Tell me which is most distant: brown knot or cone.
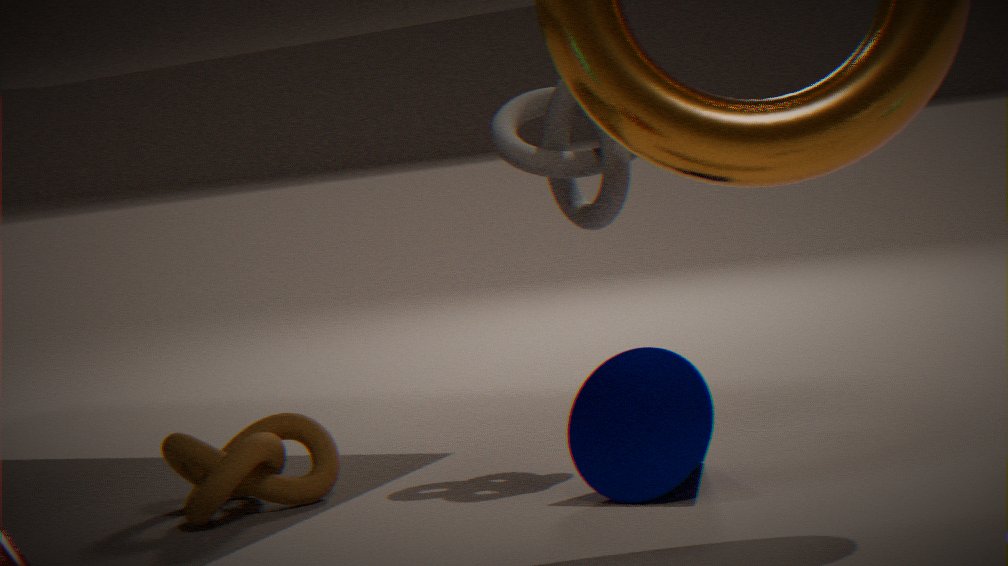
brown knot
